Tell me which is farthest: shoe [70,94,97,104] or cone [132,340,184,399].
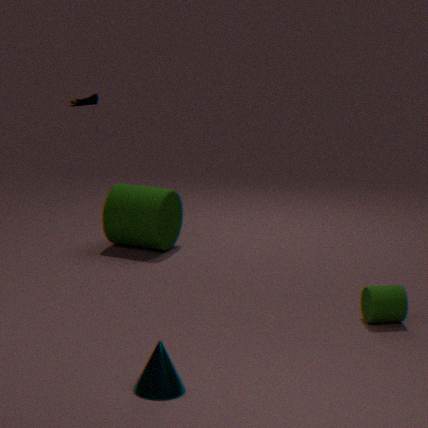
shoe [70,94,97,104]
